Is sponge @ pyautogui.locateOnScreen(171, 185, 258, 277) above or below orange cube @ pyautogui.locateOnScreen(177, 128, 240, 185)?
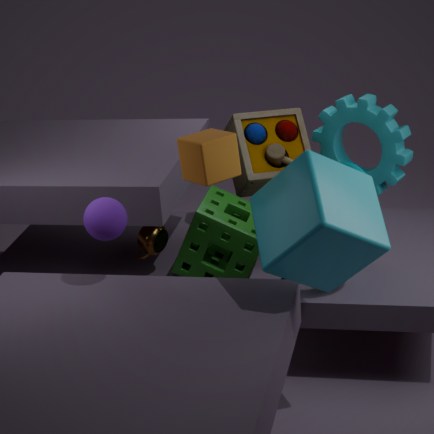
below
